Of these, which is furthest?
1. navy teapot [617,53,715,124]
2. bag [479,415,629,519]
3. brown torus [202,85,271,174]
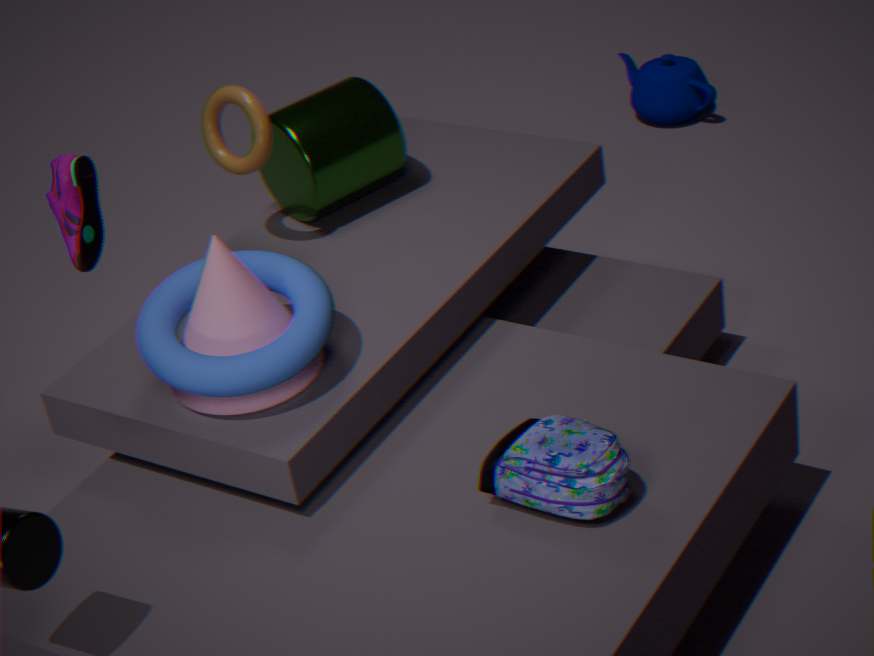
navy teapot [617,53,715,124]
